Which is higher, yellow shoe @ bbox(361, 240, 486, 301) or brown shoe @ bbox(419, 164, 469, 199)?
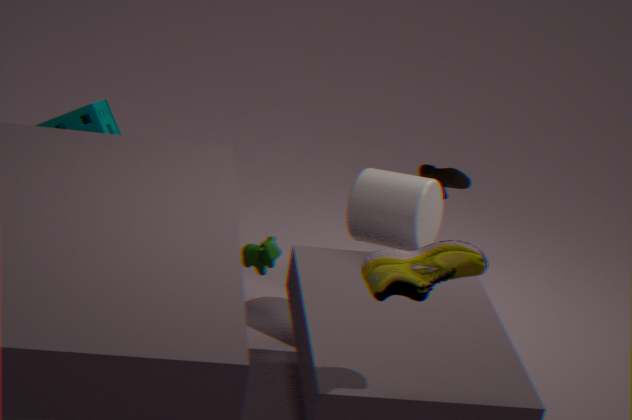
yellow shoe @ bbox(361, 240, 486, 301)
